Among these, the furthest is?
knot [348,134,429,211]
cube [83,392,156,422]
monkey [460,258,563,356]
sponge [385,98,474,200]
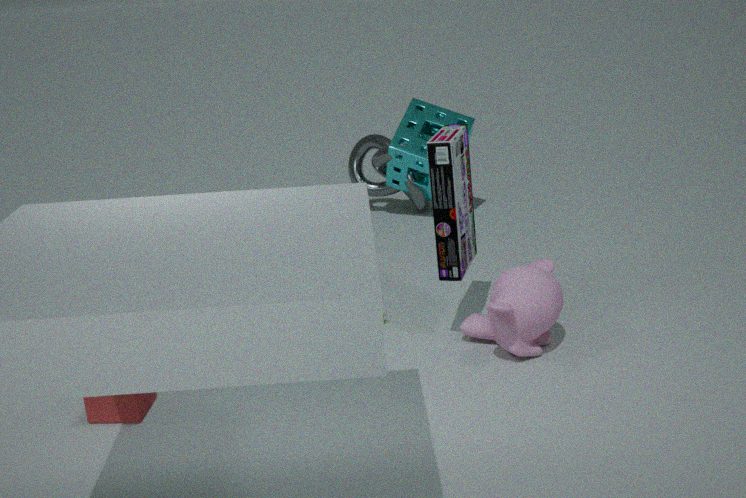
knot [348,134,429,211]
